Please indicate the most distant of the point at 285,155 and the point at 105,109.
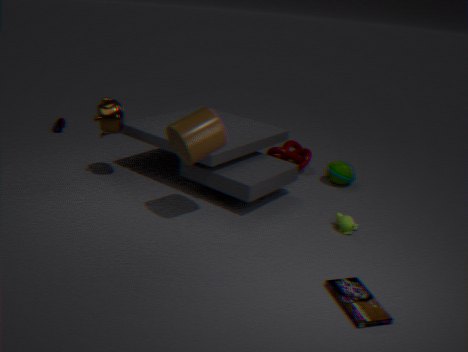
the point at 285,155
